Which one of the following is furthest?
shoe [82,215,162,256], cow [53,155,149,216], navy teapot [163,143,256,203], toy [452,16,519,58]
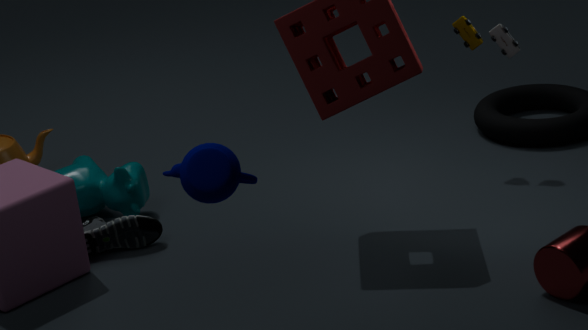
toy [452,16,519,58]
